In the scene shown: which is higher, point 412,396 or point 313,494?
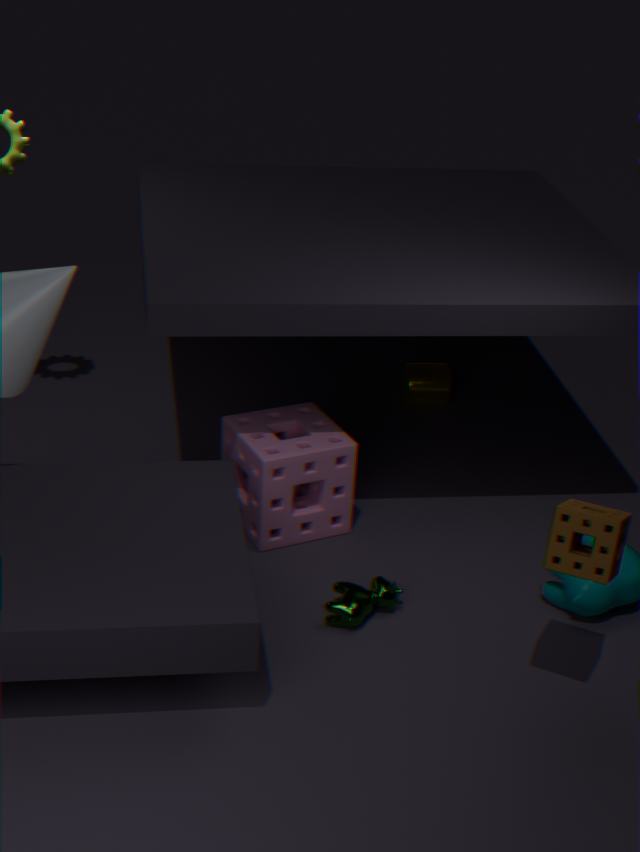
point 313,494
